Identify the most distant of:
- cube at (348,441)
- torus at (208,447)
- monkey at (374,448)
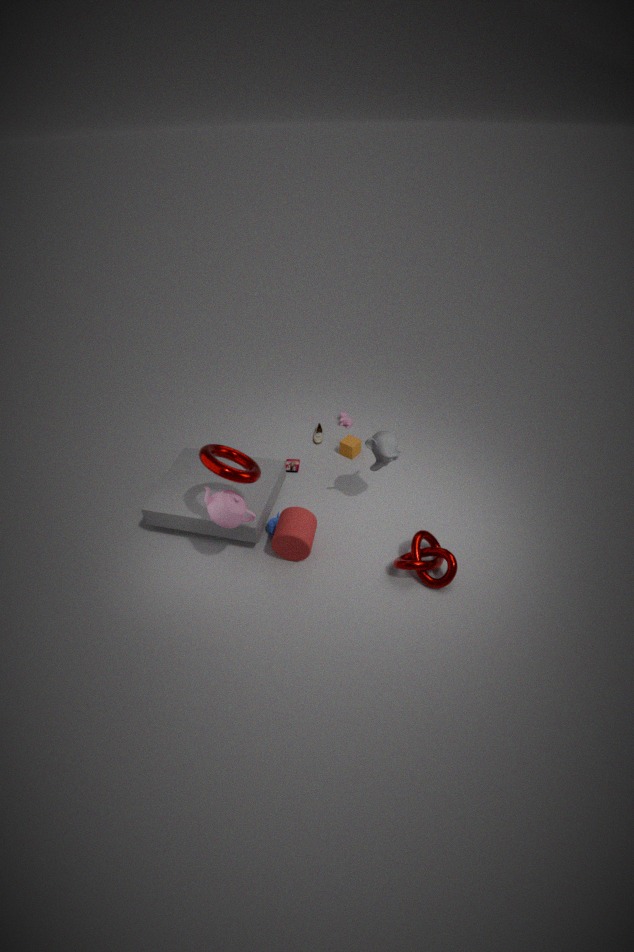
cube at (348,441)
